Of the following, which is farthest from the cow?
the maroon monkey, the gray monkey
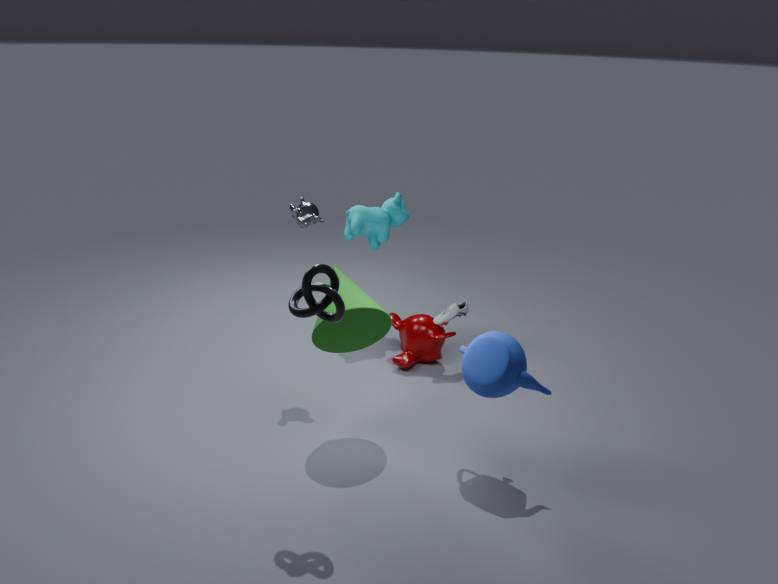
the gray monkey
